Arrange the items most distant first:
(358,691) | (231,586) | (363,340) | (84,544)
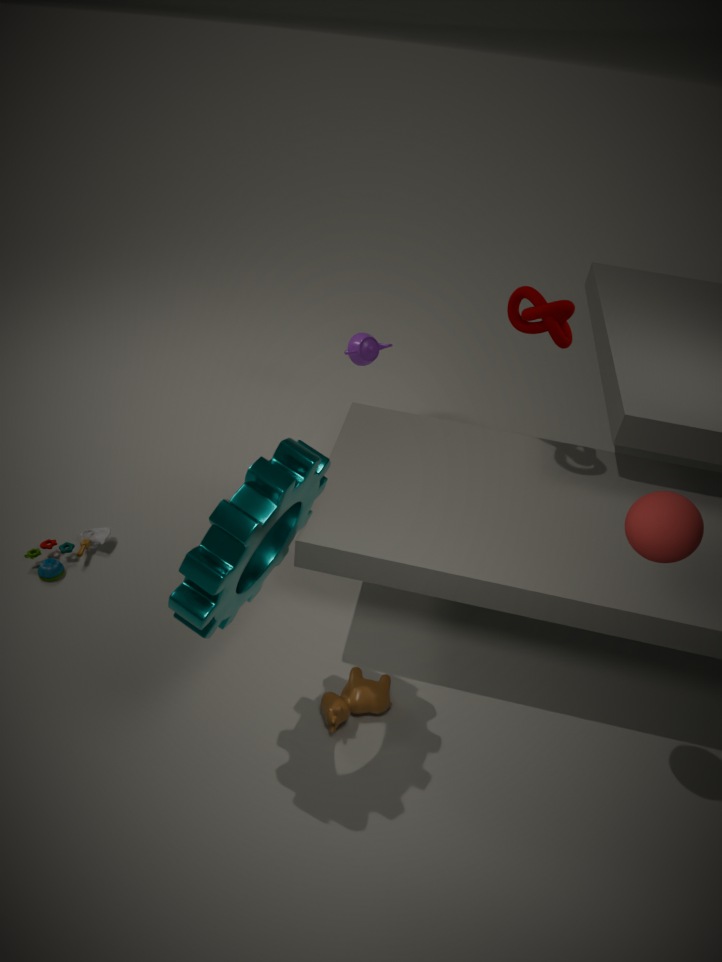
(363,340)
(84,544)
(358,691)
(231,586)
